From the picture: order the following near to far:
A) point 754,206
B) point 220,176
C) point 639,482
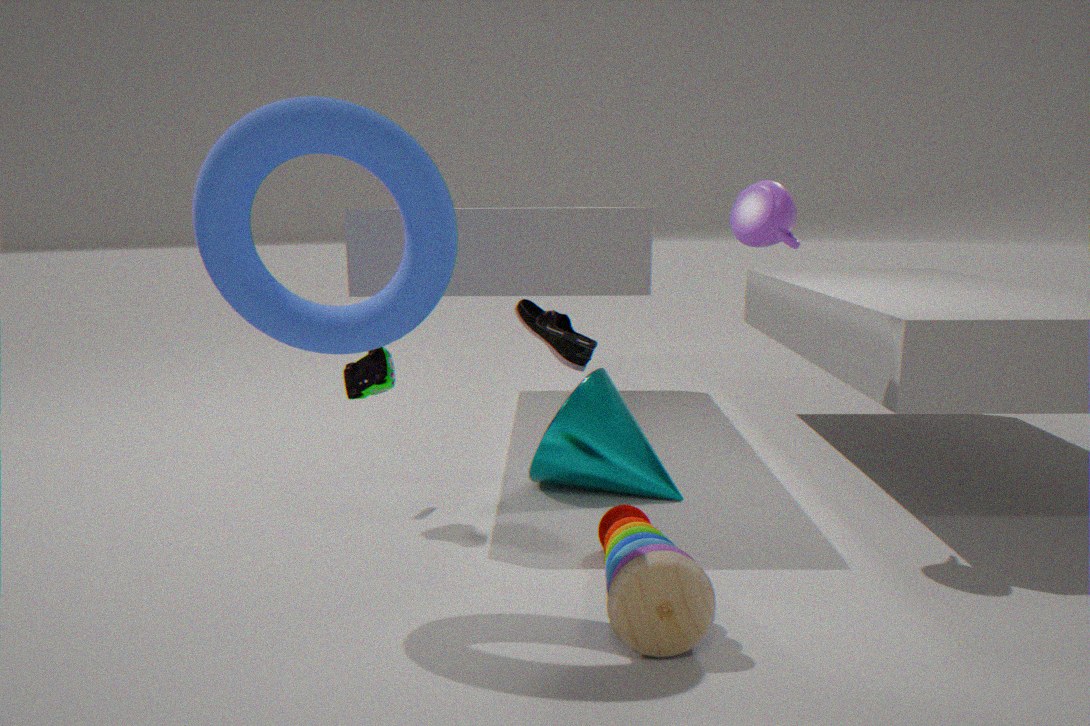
point 220,176 → point 754,206 → point 639,482
